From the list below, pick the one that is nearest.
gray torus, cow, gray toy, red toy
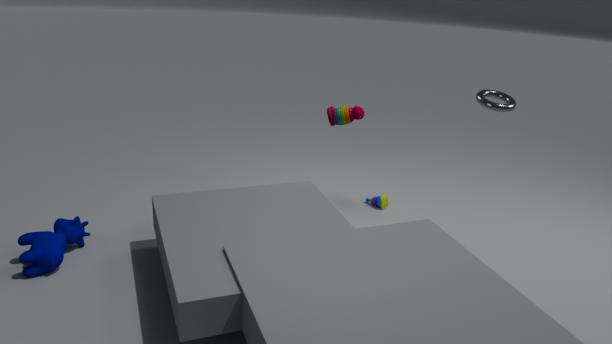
cow
